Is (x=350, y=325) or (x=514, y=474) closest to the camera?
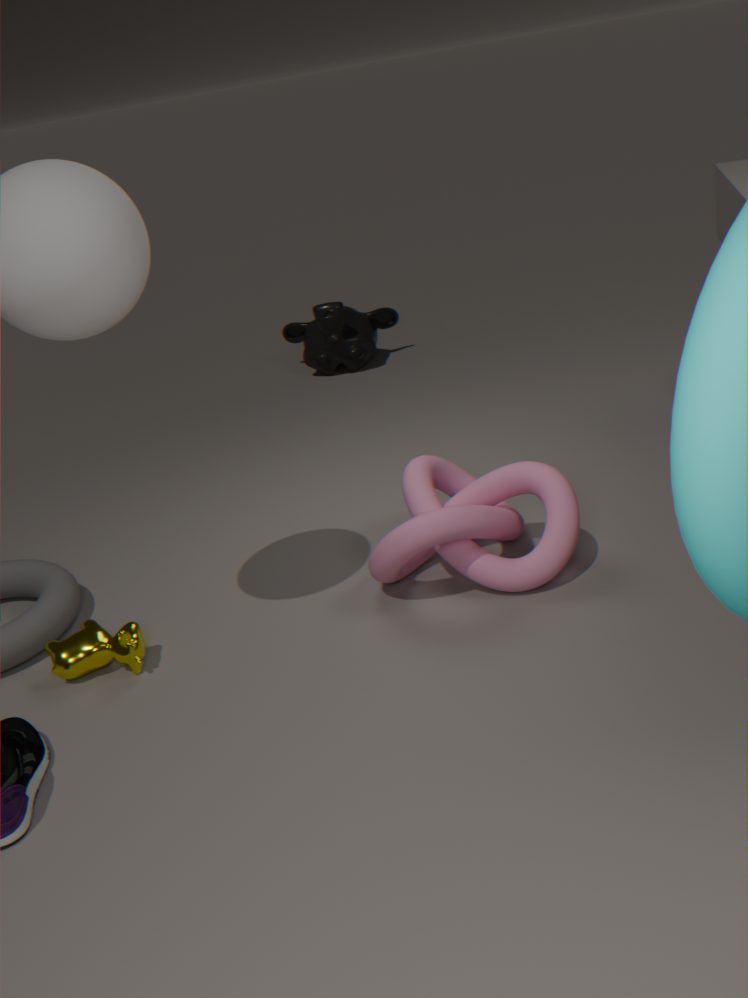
(x=514, y=474)
